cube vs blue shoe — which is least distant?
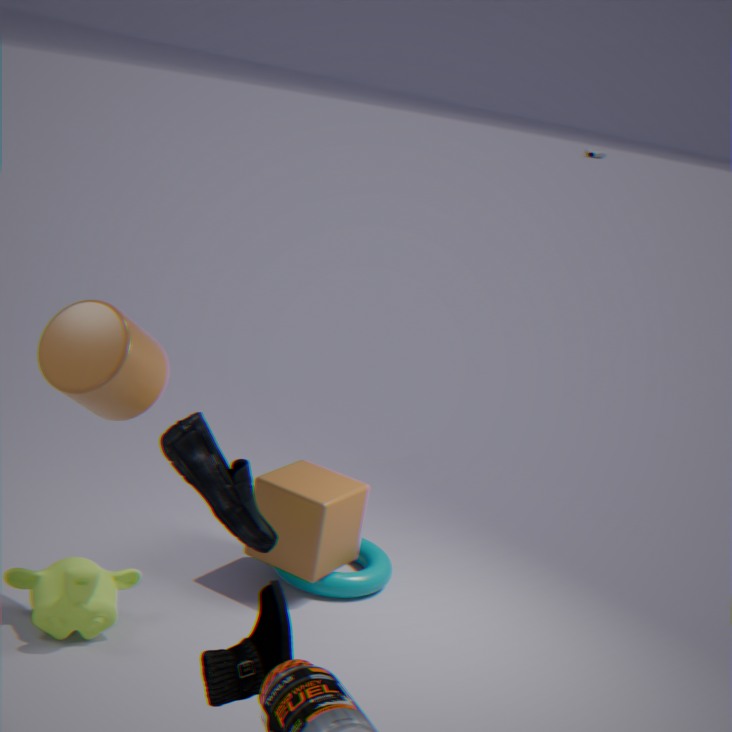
blue shoe
